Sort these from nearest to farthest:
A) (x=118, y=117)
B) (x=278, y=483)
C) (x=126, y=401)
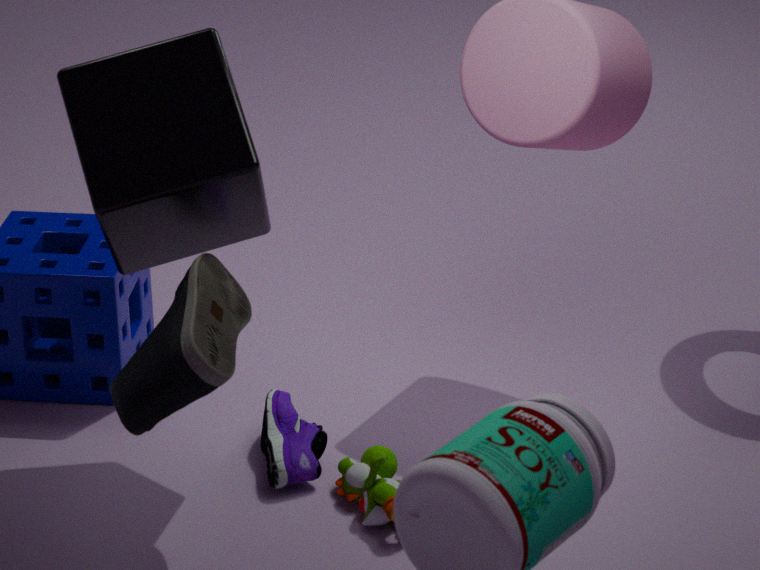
(x=126, y=401) → (x=118, y=117) → (x=278, y=483)
